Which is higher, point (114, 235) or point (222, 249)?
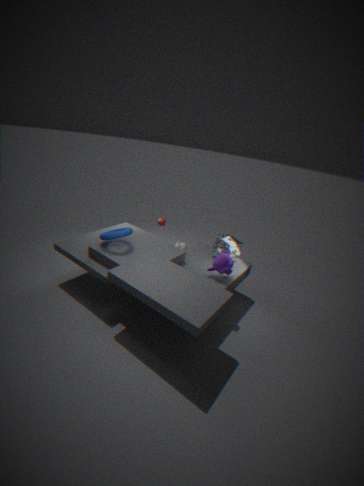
point (114, 235)
